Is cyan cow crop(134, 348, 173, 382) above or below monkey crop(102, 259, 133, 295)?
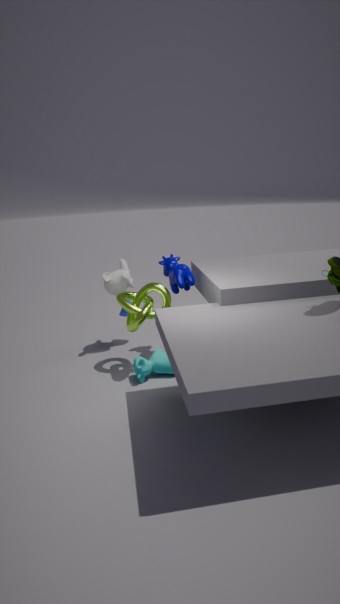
below
